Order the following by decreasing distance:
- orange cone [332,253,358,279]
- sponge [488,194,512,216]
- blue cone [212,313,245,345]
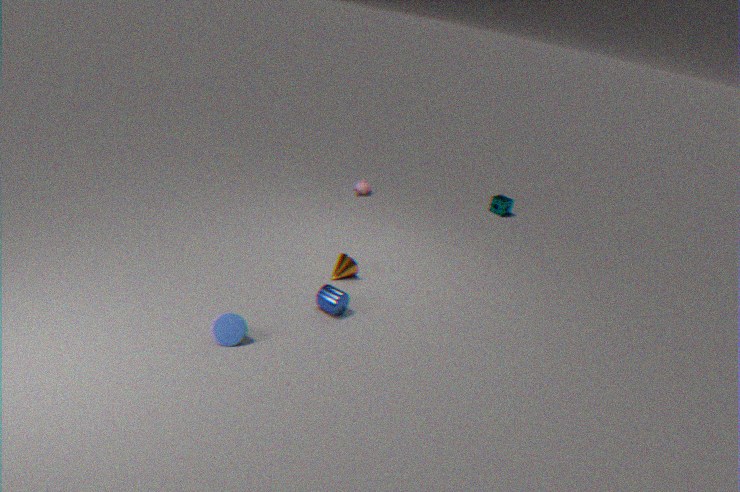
1. sponge [488,194,512,216]
2. orange cone [332,253,358,279]
3. blue cone [212,313,245,345]
